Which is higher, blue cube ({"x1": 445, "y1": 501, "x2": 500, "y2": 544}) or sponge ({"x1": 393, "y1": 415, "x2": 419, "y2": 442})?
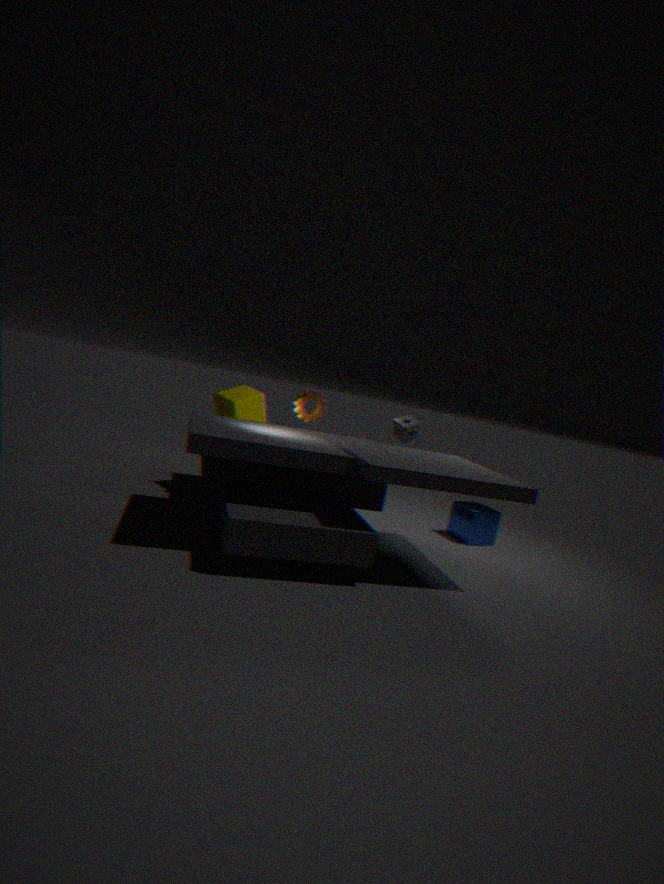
sponge ({"x1": 393, "y1": 415, "x2": 419, "y2": 442})
